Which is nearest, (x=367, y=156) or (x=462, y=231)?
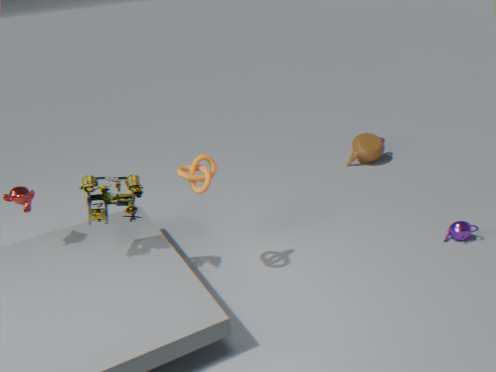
(x=462, y=231)
